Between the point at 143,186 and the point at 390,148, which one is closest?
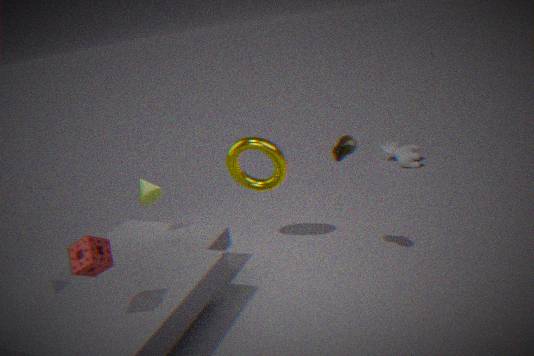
the point at 143,186
